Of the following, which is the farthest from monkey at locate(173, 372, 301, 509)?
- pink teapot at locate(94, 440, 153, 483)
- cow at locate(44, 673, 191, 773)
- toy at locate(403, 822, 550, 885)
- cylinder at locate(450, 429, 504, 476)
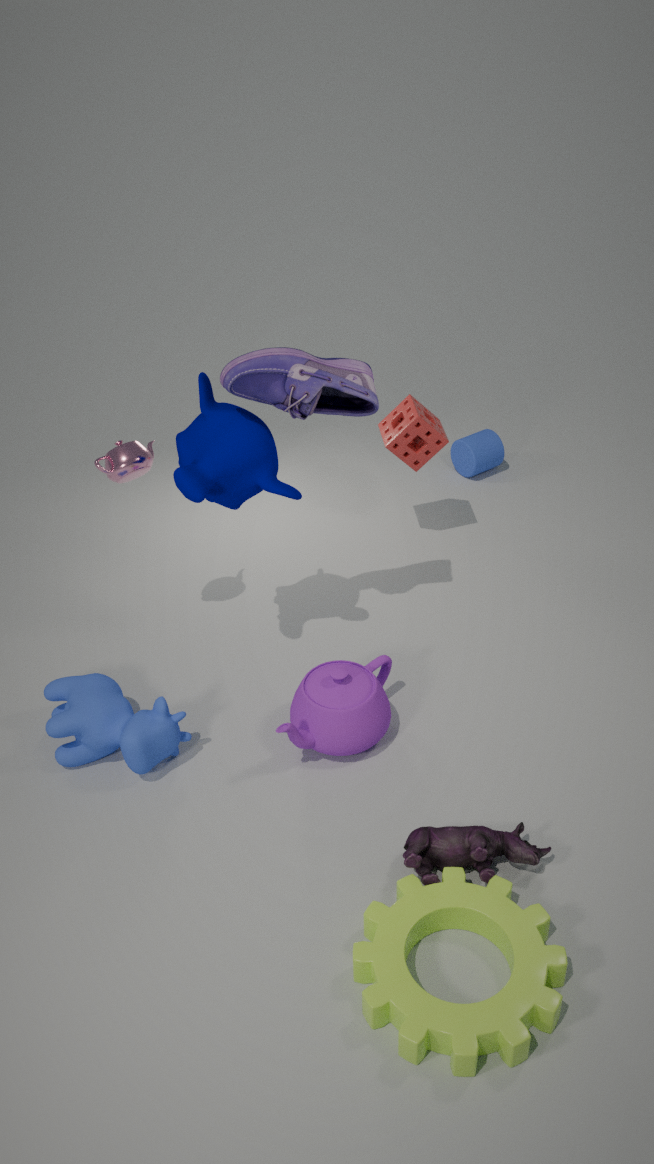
cylinder at locate(450, 429, 504, 476)
